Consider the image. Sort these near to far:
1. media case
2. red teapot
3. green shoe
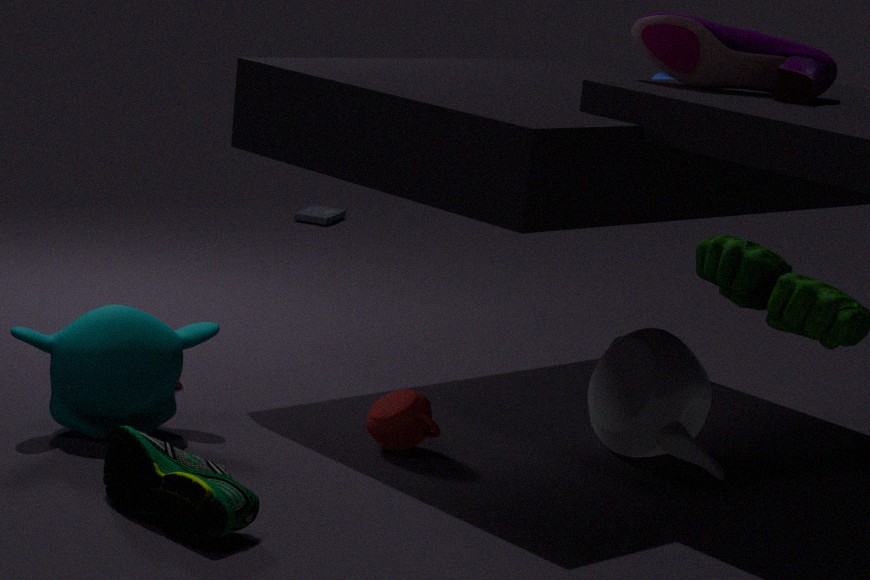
green shoe < red teapot < media case
